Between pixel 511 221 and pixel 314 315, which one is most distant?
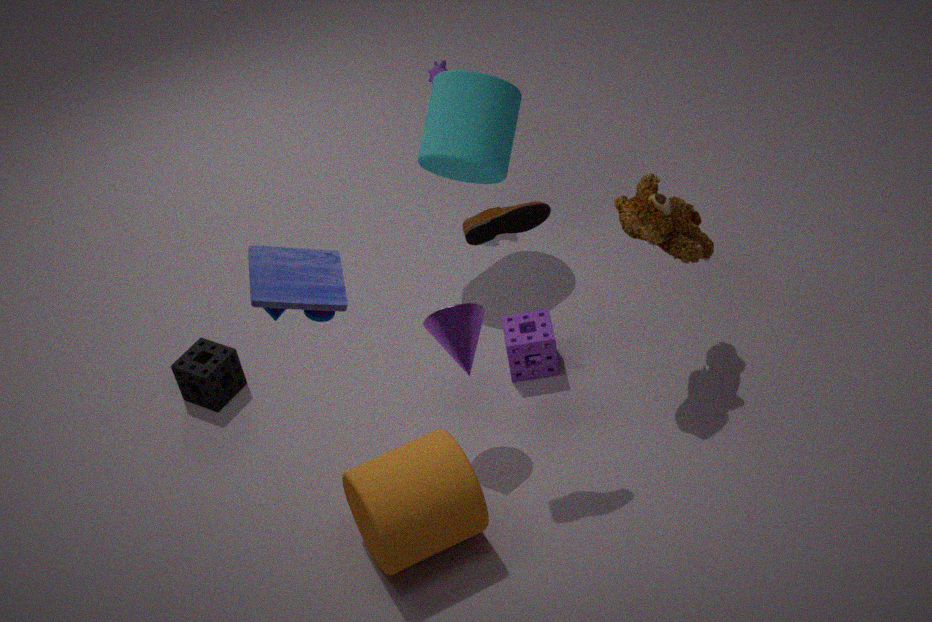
pixel 511 221
